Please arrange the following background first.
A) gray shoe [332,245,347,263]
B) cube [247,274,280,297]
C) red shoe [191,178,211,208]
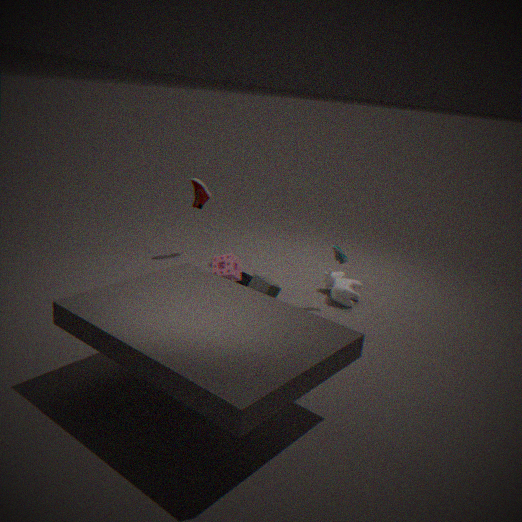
1. red shoe [191,178,211,208]
2. gray shoe [332,245,347,263]
3. cube [247,274,280,297]
